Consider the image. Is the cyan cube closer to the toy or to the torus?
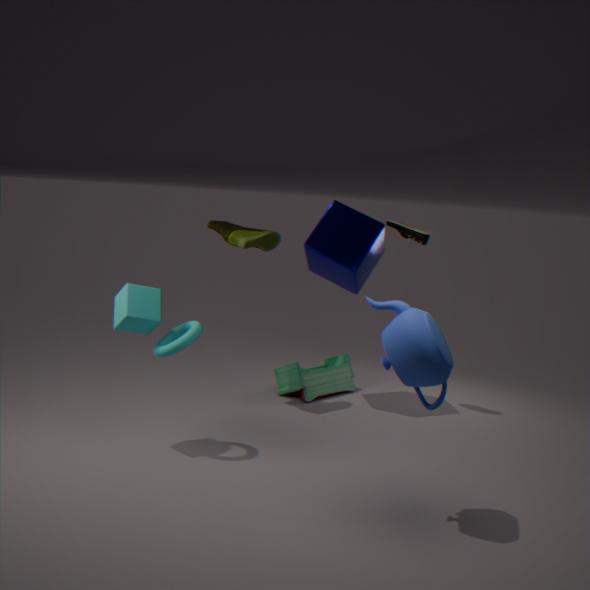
the torus
